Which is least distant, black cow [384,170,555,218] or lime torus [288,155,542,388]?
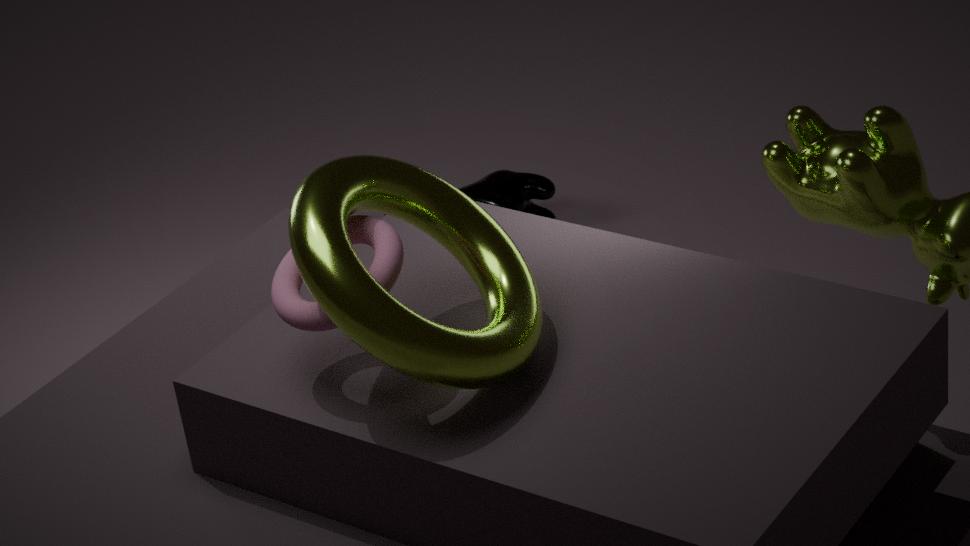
lime torus [288,155,542,388]
